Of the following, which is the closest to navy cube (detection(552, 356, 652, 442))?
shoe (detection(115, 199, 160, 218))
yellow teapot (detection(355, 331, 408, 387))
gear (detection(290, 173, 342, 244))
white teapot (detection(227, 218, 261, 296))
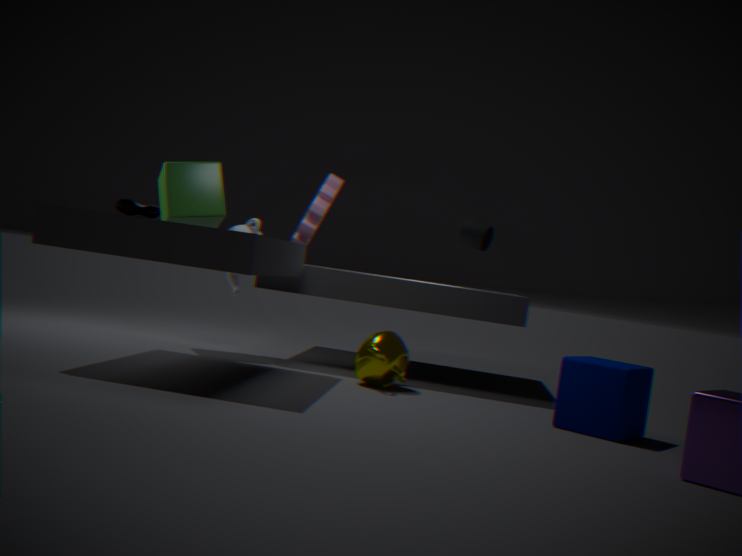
yellow teapot (detection(355, 331, 408, 387))
